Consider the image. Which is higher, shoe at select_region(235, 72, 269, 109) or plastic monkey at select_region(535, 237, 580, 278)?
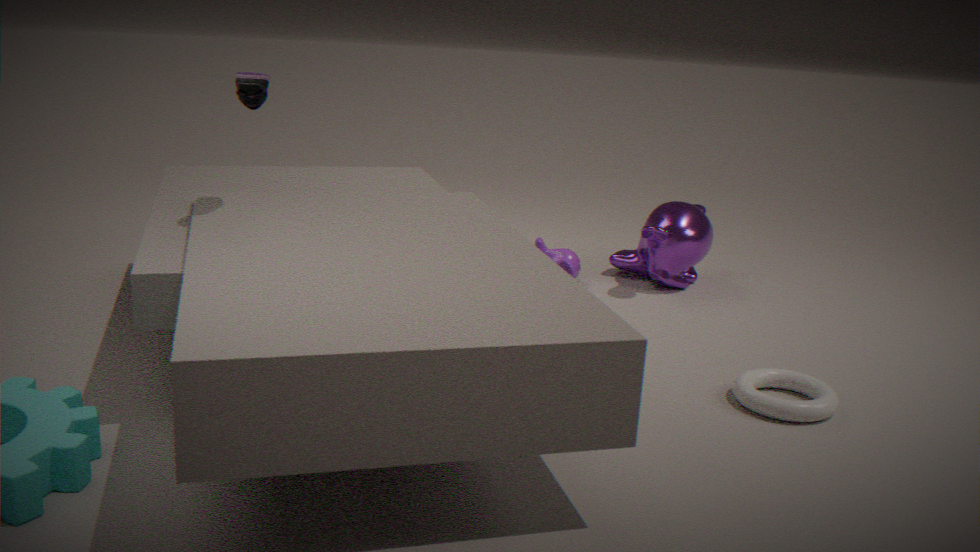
shoe at select_region(235, 72, 269, 109)
